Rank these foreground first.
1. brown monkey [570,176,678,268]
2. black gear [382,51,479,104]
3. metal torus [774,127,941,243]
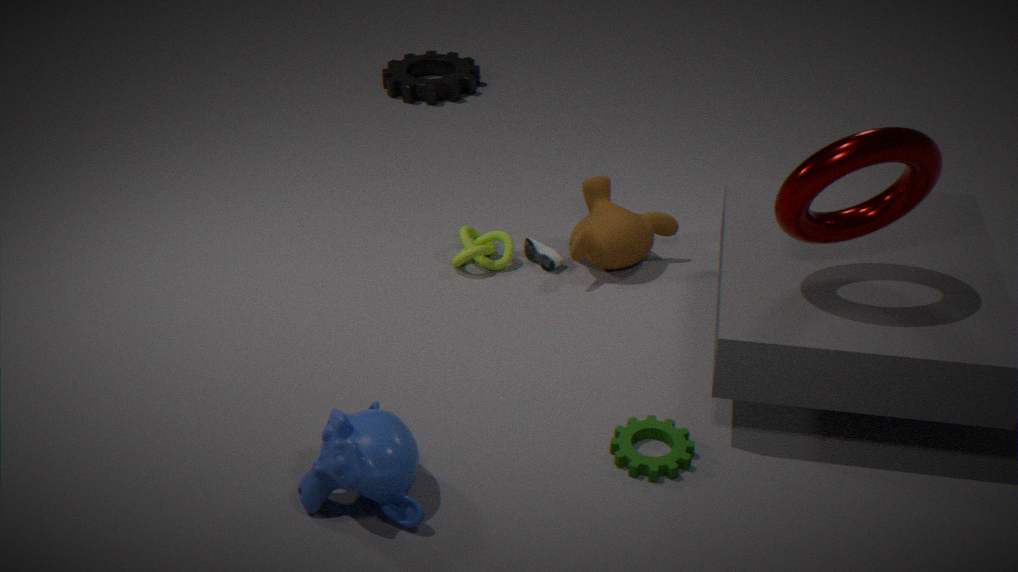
metal torus [774,127,941,243]
brown monkey [570,176,678,268]
black gear [382,51,479,104]
